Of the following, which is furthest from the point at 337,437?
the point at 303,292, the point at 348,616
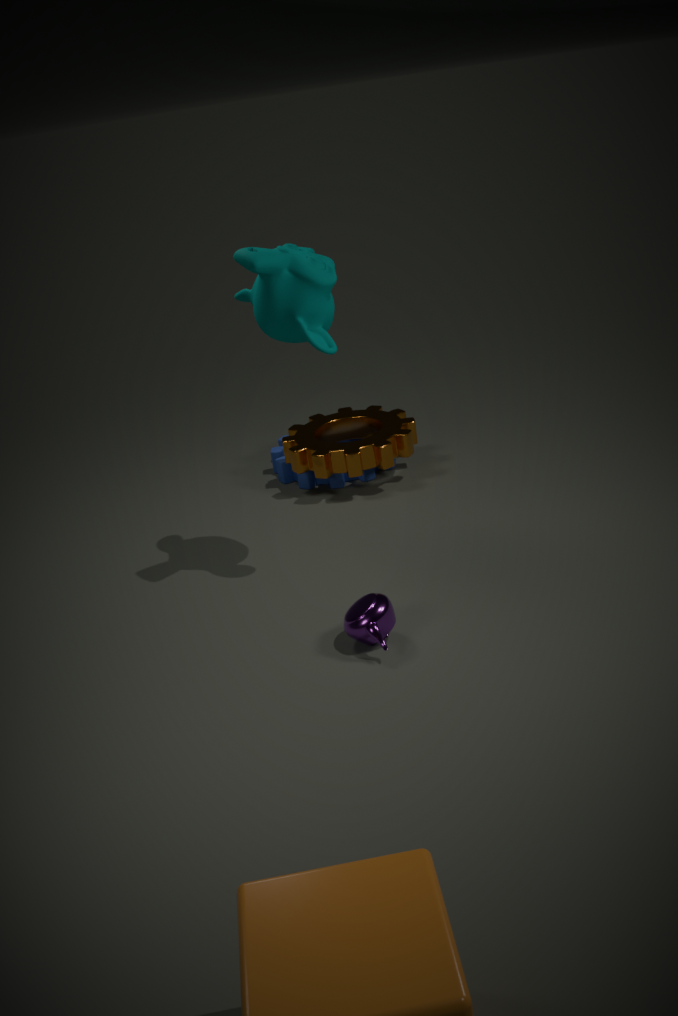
the point at 348,616
